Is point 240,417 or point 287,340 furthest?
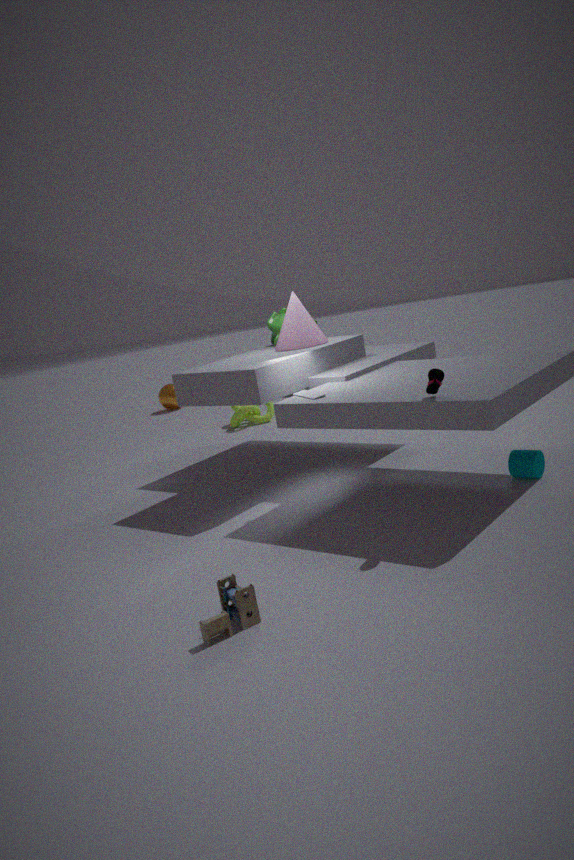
point 240,417
